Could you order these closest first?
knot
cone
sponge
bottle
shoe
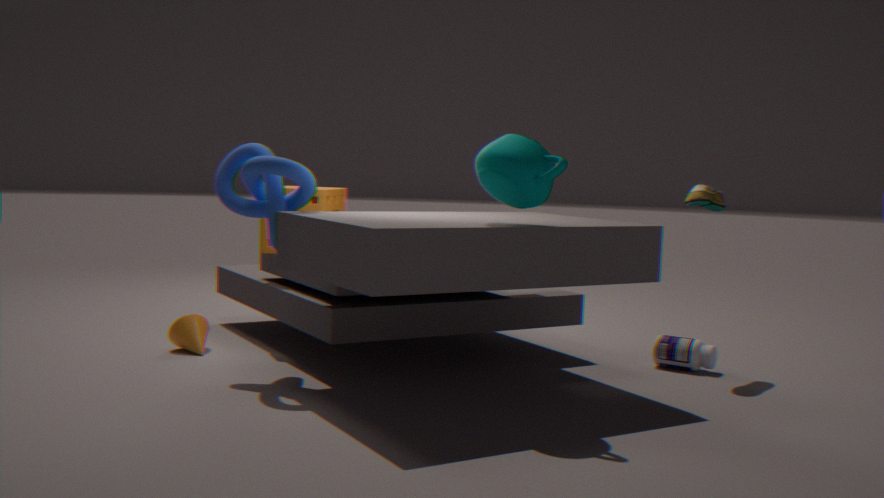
knot, shoe, bottle, cone, sponge
